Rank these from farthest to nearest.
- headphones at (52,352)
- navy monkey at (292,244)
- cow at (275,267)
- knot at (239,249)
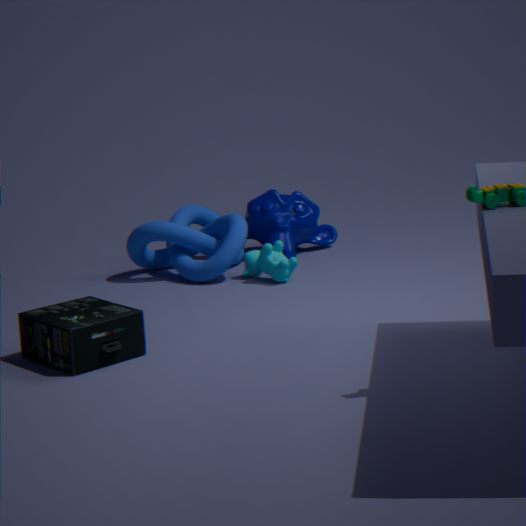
navy monkey at (292,244) → knot at (239,249) → cow at (275,267) → headphones at (52,352)
